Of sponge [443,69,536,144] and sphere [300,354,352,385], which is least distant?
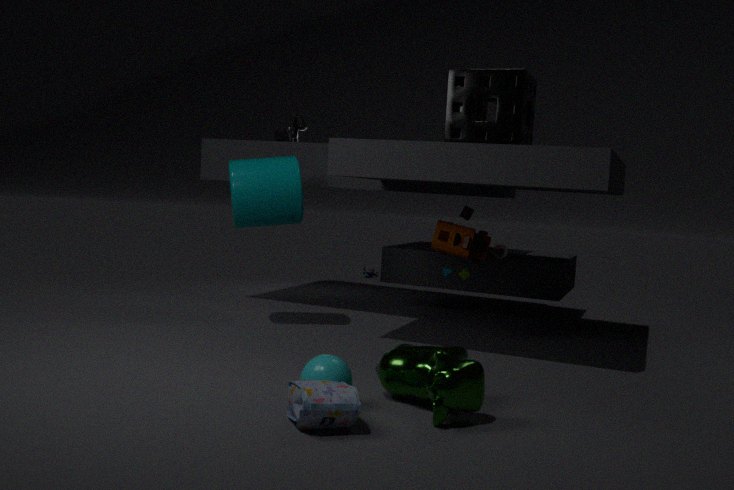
sphere [300,354,352,385]
